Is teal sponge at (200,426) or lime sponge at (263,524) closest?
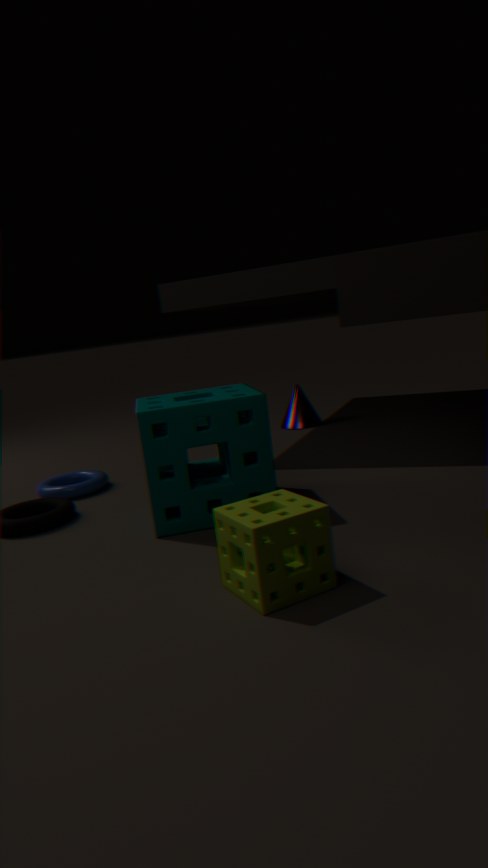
lime sponge at (263,524)
